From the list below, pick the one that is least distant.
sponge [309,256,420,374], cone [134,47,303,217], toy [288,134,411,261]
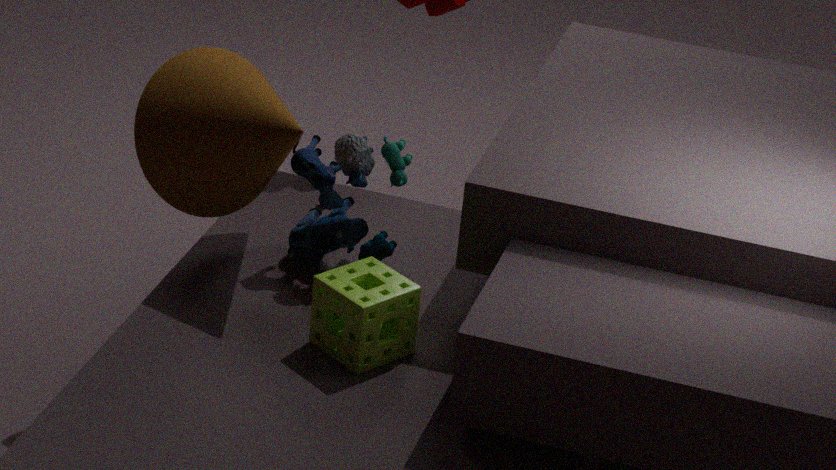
Result: sponge [309,256,420,374]
